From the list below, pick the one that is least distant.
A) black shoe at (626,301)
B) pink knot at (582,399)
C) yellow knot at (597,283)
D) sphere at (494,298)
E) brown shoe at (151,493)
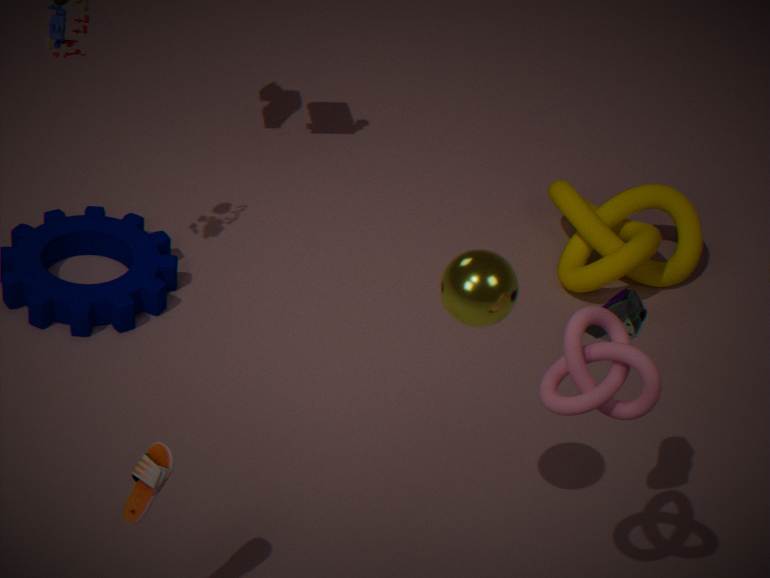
pink knot at (582,399)
